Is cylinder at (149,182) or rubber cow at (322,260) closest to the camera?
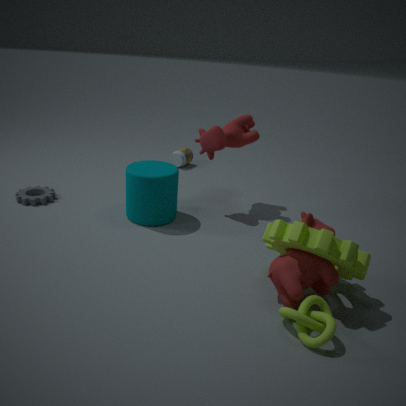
rubber cow at (322,260)
